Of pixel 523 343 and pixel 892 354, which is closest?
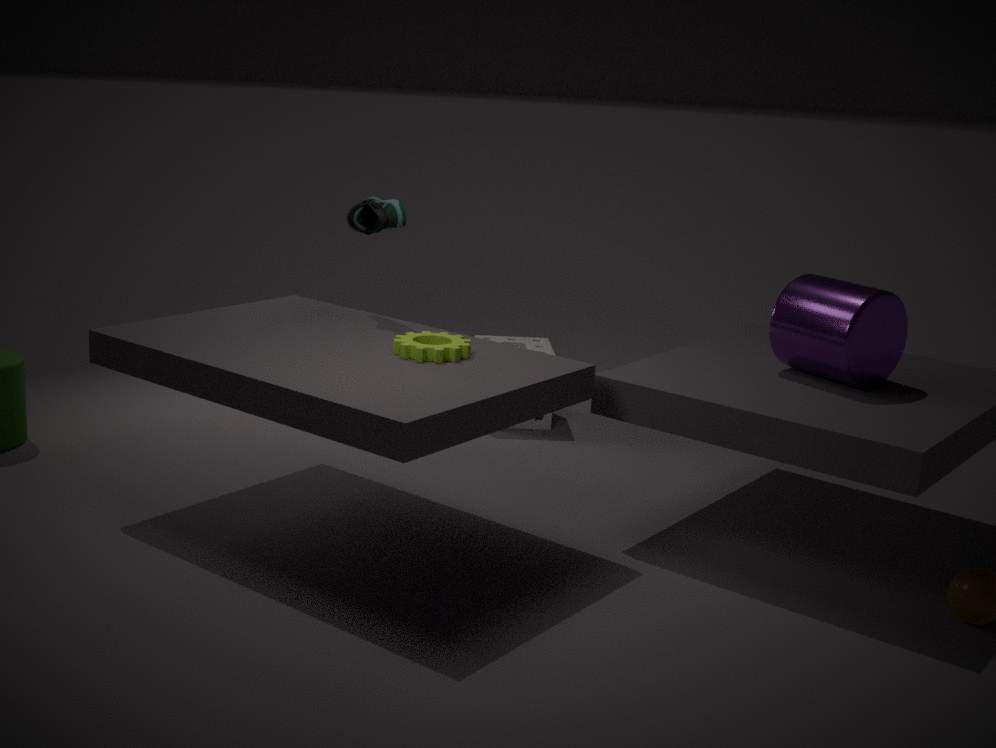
pixel 892 354
